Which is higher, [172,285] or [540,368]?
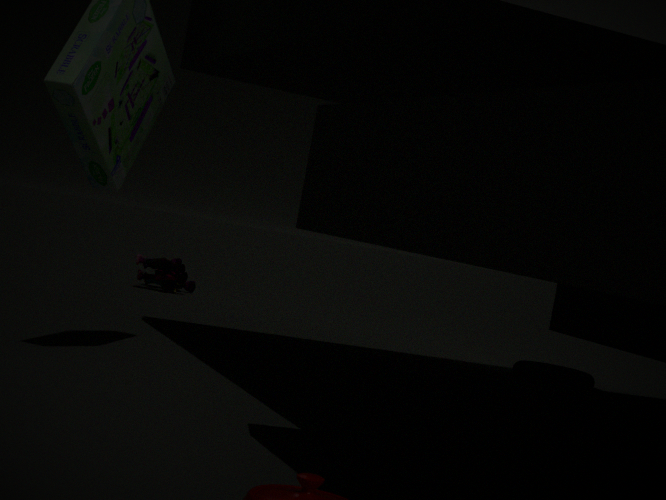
[172,285]
